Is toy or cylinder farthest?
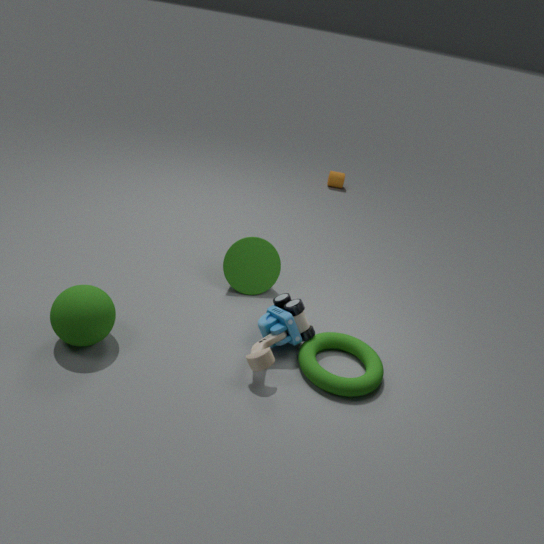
cylinder
